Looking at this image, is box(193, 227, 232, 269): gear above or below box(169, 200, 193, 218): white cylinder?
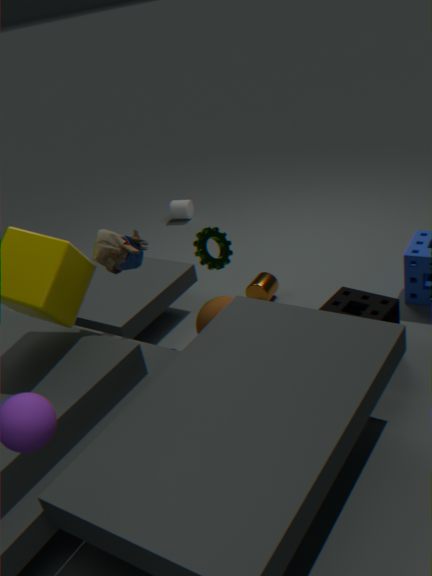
above
